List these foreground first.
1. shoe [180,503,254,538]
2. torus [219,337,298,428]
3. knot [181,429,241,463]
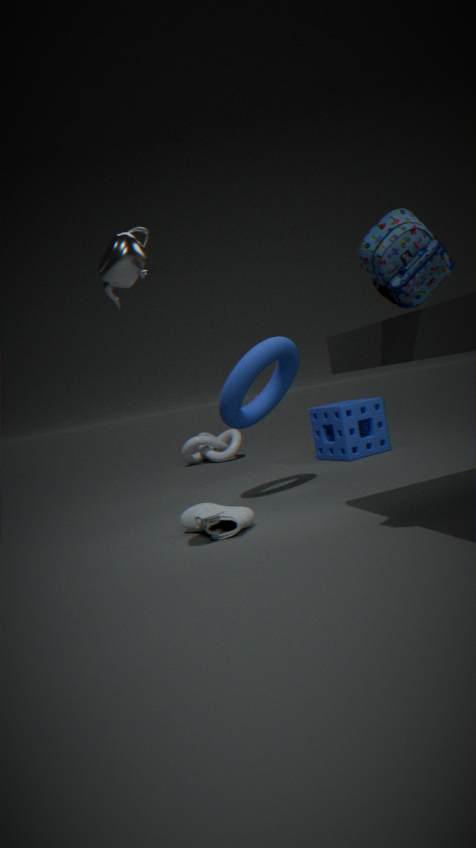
1. shoe [180,503,254,538]
2. torus [219,337,298,428]
3. knot [181,429,241,463]
